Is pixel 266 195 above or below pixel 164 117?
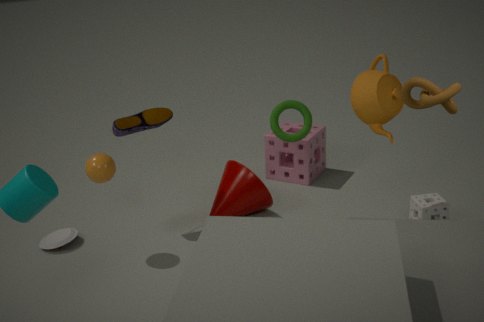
below
